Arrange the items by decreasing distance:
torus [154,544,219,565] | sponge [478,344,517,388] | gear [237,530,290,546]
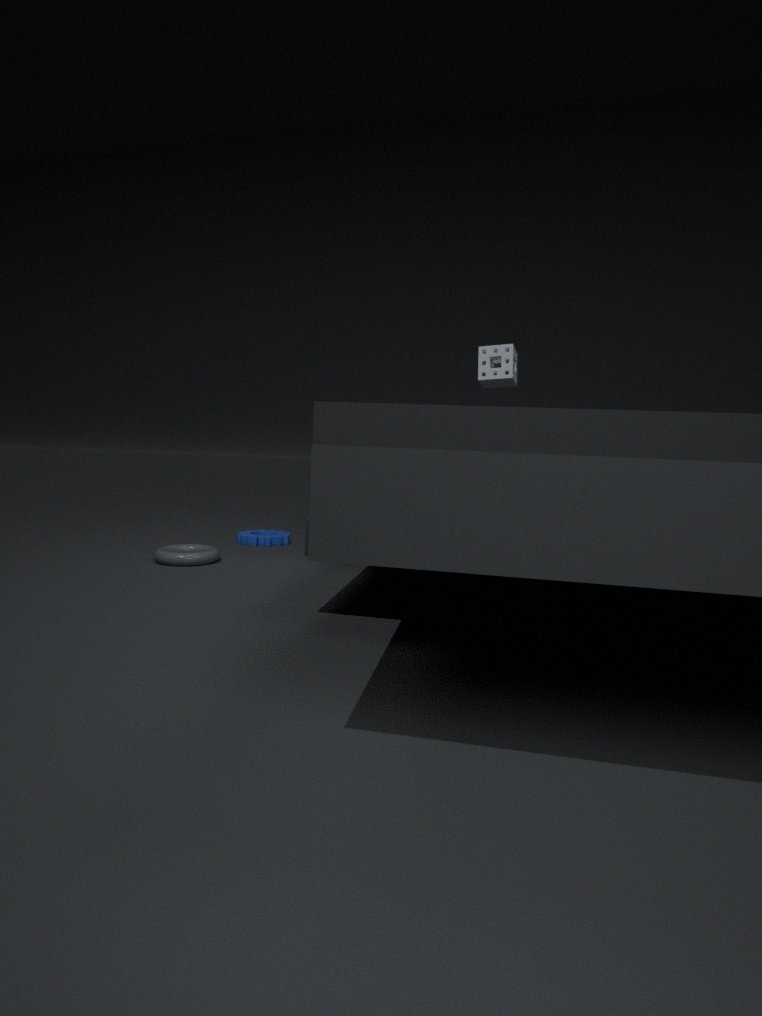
sponge [478,344,517,388]
gear [237,530,290,546]
torus [154,544,219,565]
